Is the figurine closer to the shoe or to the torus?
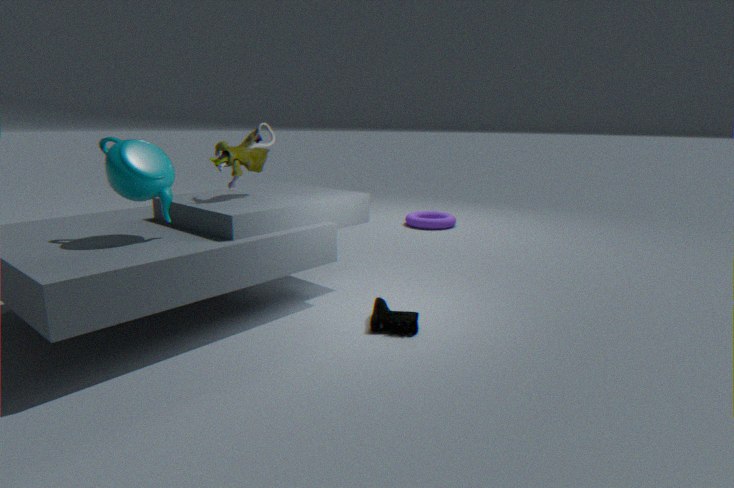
the shoe
